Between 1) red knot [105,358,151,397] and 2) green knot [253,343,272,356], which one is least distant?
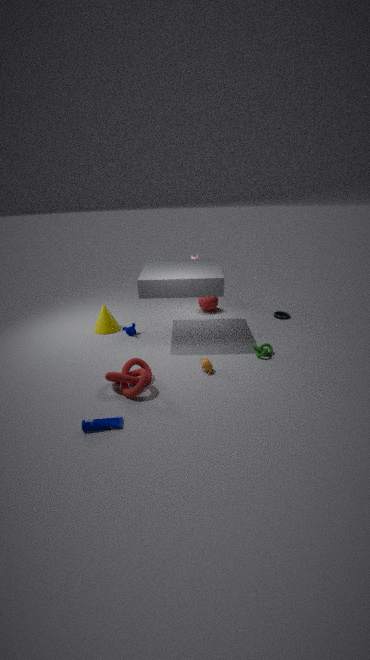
1. red knot [105,358,151,397]
